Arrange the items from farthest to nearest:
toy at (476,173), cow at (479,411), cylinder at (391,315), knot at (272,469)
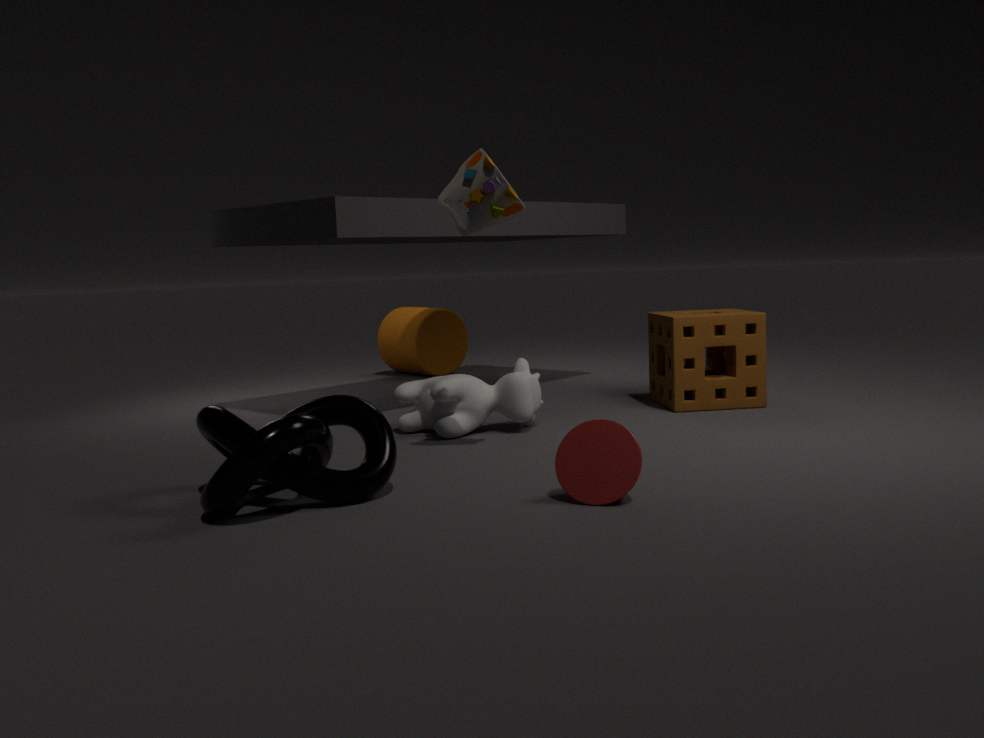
1. cylinder at (391,315)
2. cow at (479,411)
3. toy at (476,173)
4. knot at (272,469)
